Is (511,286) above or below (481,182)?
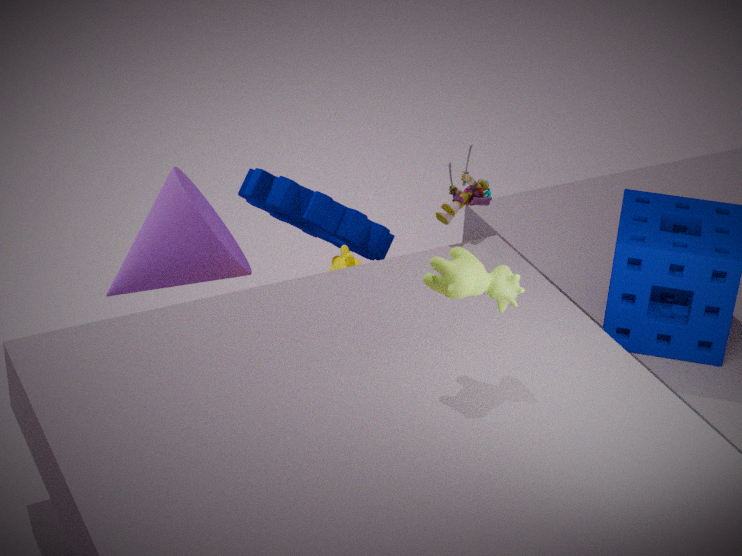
above
